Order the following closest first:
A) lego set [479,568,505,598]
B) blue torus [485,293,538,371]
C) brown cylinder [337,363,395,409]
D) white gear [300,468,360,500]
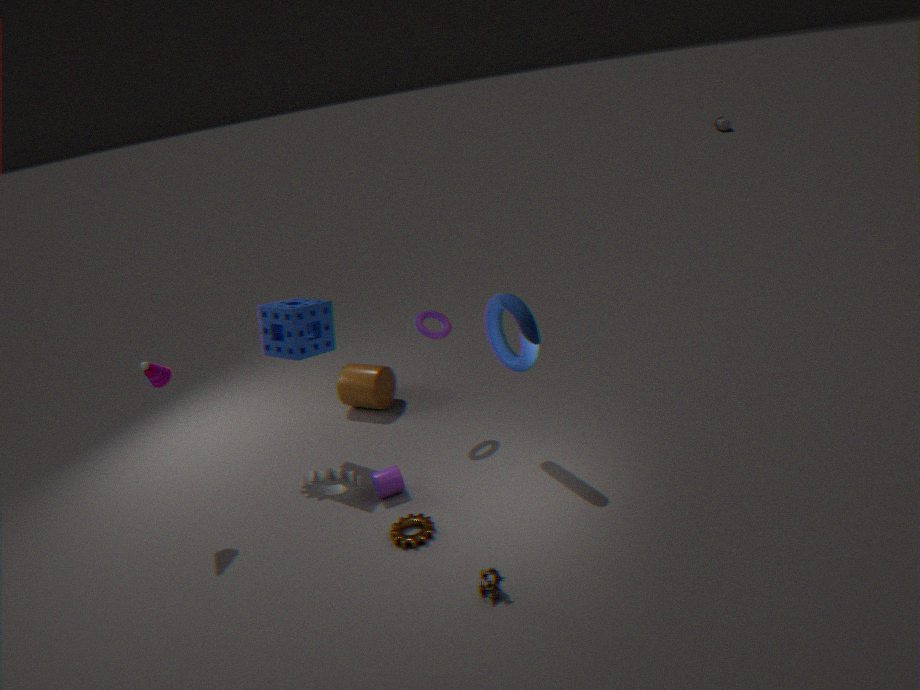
white gear [300,468,360,500] < lego set [479,568,505,598] < blue torus [485,293,538,371] < brown cylinder [337,363,395,409]
